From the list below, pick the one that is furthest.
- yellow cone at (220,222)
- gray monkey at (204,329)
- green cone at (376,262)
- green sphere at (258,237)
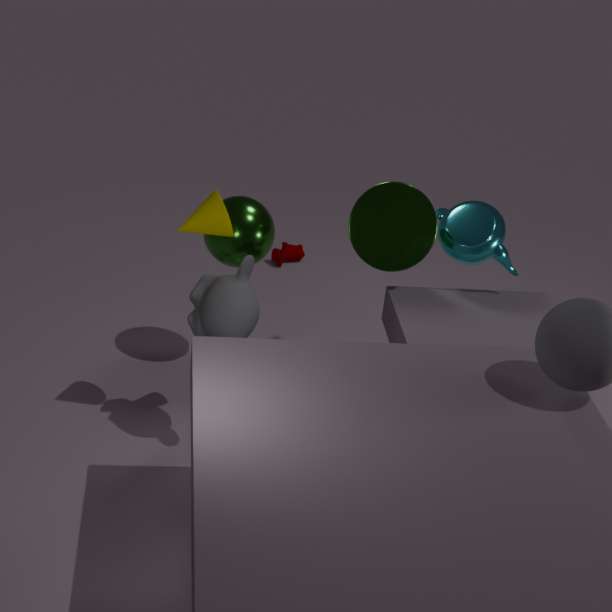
green sphere at (258,237)
